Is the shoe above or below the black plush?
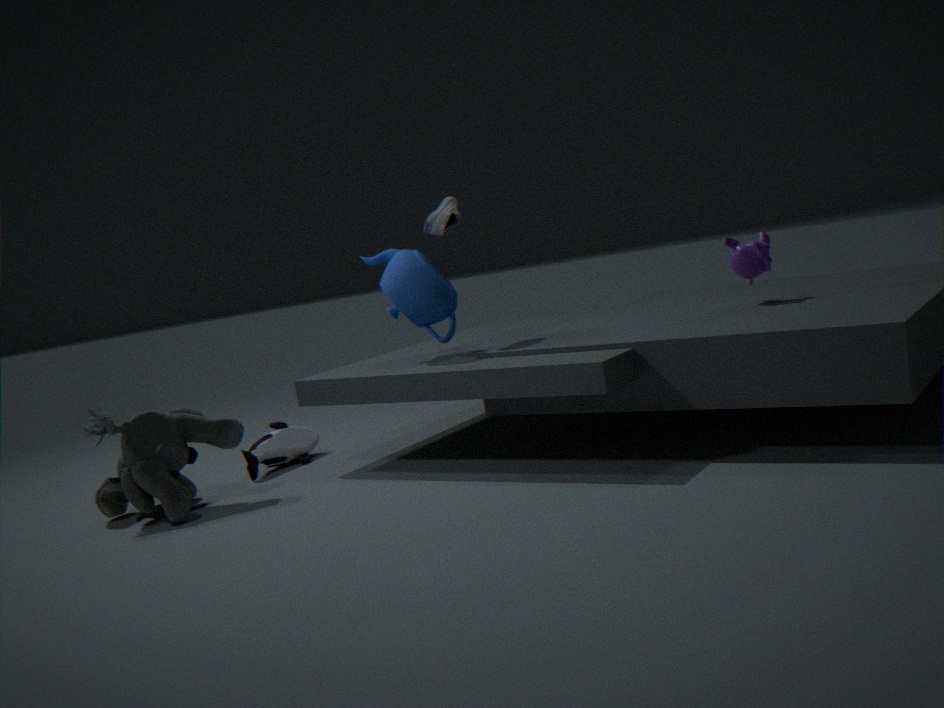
above
